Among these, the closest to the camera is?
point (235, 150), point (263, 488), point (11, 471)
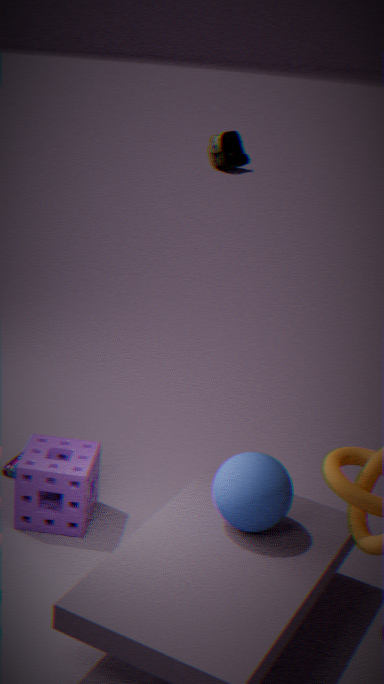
point (263, 488)
